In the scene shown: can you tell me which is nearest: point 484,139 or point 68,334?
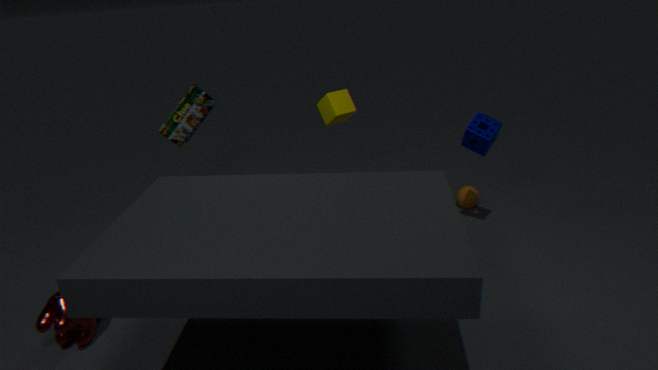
point 68,334
